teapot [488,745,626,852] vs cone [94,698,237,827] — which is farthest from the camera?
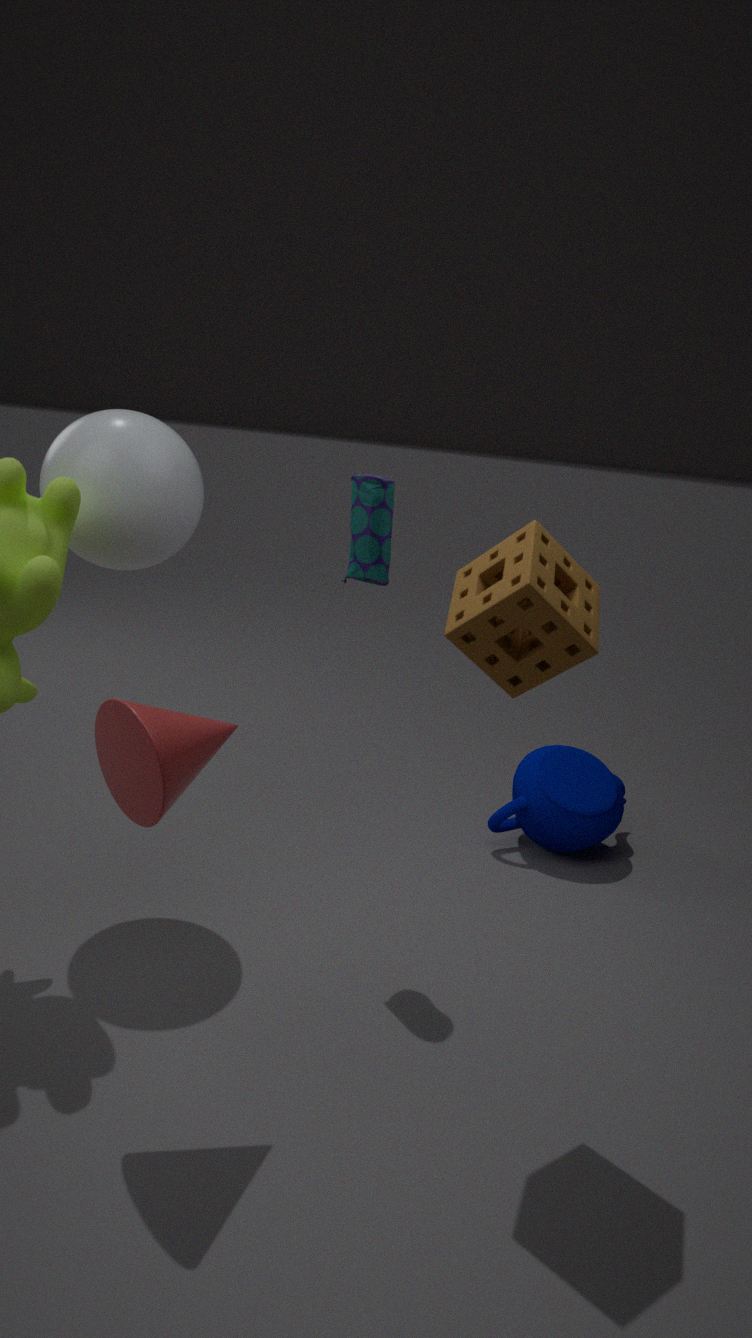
teapot [488,745,626,852]
